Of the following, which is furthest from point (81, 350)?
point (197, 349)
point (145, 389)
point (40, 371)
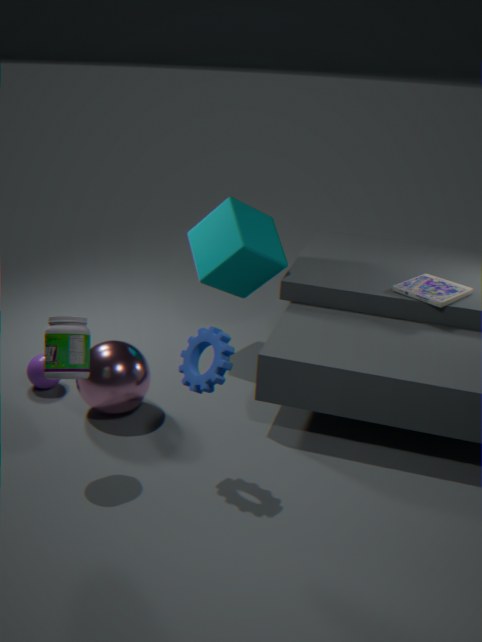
point (40, 371)
